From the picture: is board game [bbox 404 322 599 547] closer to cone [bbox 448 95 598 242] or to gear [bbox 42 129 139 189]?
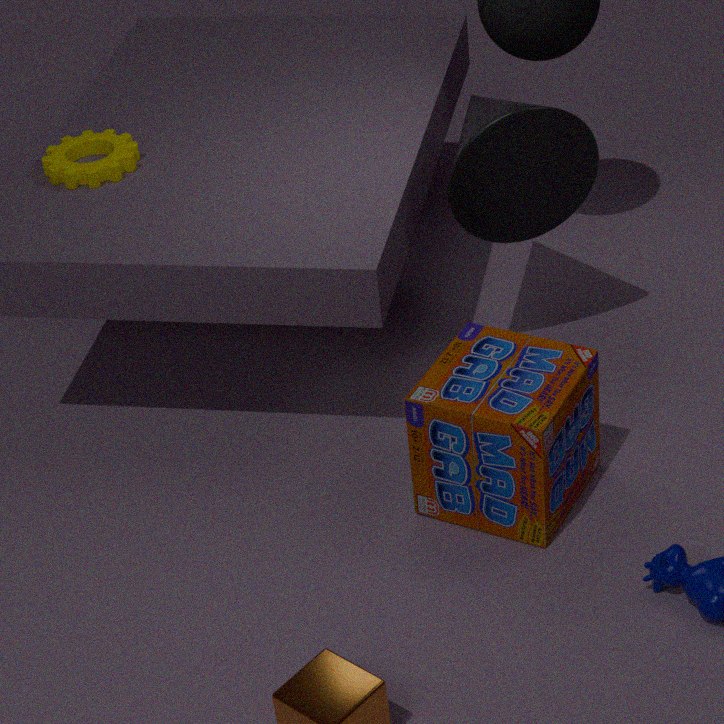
cone [bbox 448 95 598 242]
